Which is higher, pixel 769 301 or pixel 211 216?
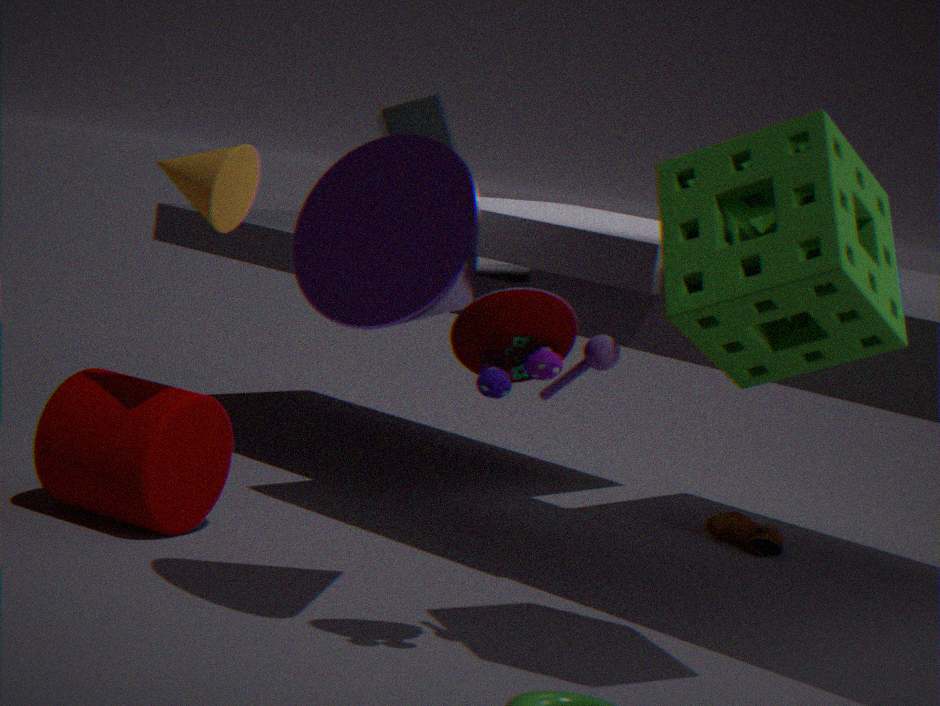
pixel 769 301
